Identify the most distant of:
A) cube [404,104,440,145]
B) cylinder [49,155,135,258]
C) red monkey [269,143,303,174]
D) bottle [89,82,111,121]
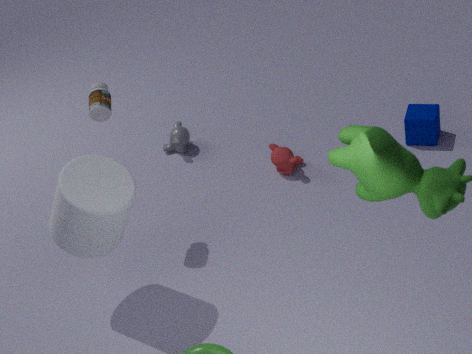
C. red monkey [269,143,303,174]
